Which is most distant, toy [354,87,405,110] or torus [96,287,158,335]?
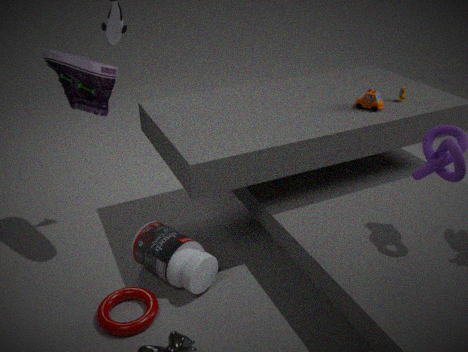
toy [354,87,405,110]
